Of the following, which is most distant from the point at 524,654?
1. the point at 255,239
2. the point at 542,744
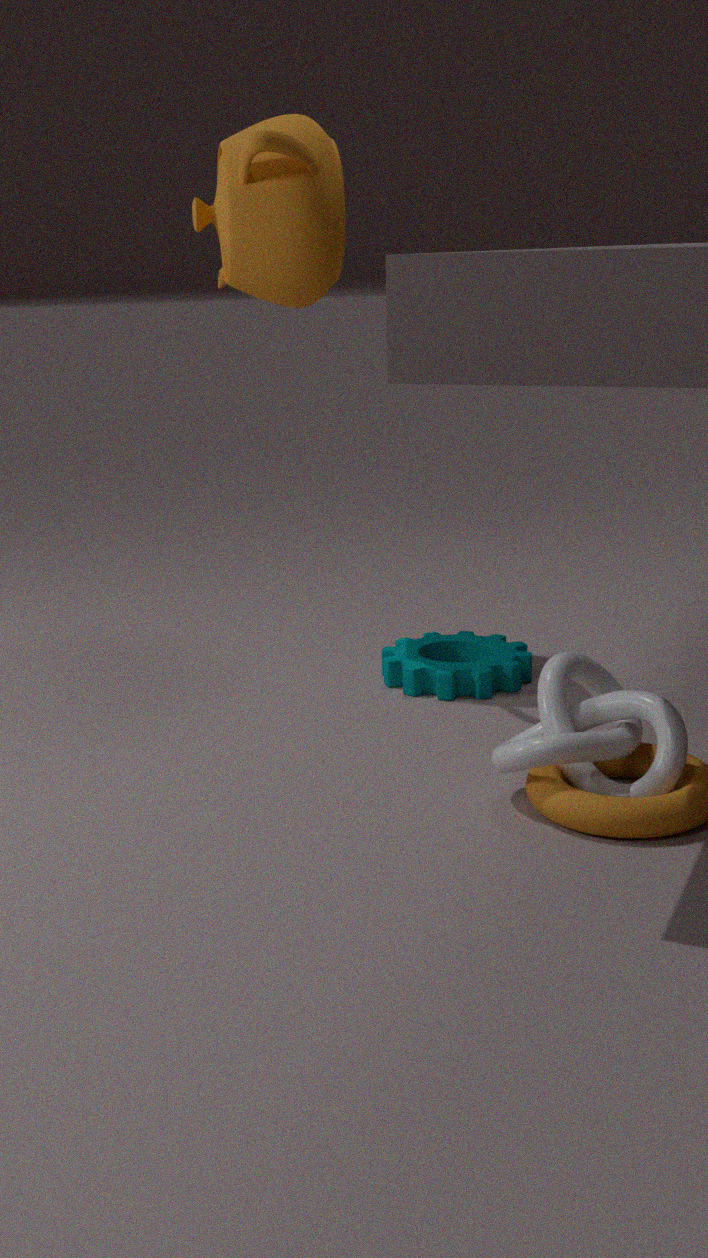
the point at 255,239
